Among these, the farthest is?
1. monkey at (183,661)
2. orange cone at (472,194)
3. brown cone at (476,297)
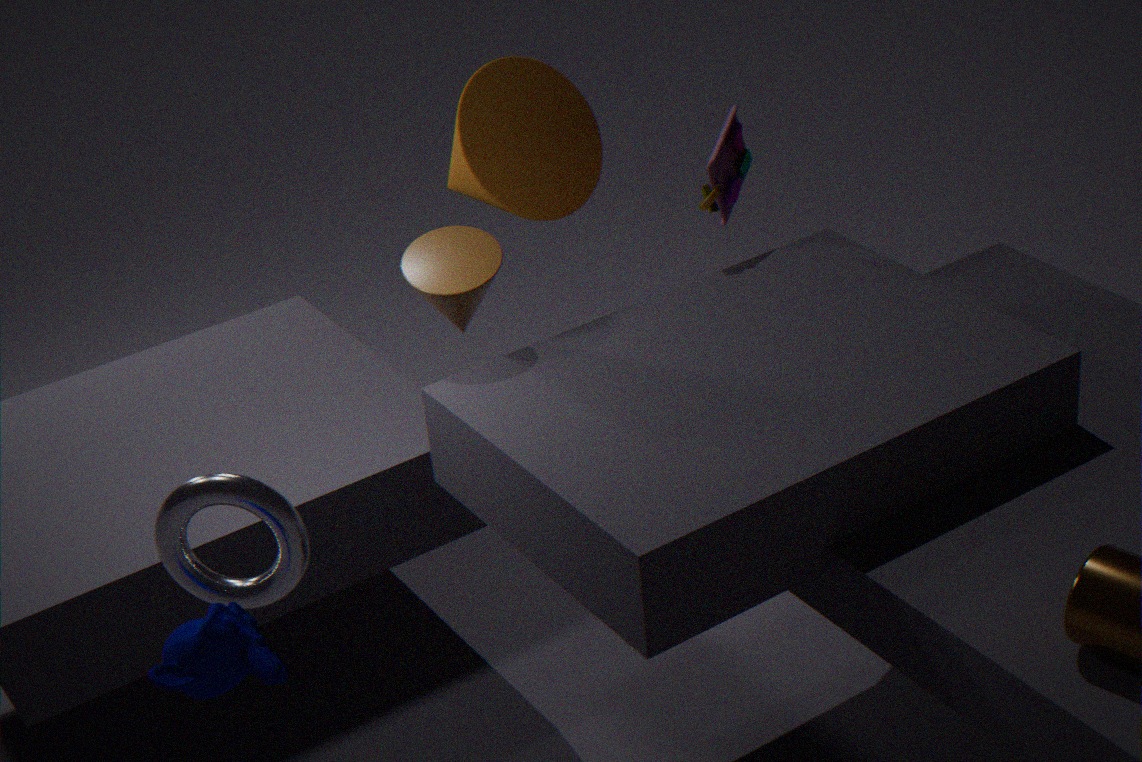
orange cone at (472,194)
